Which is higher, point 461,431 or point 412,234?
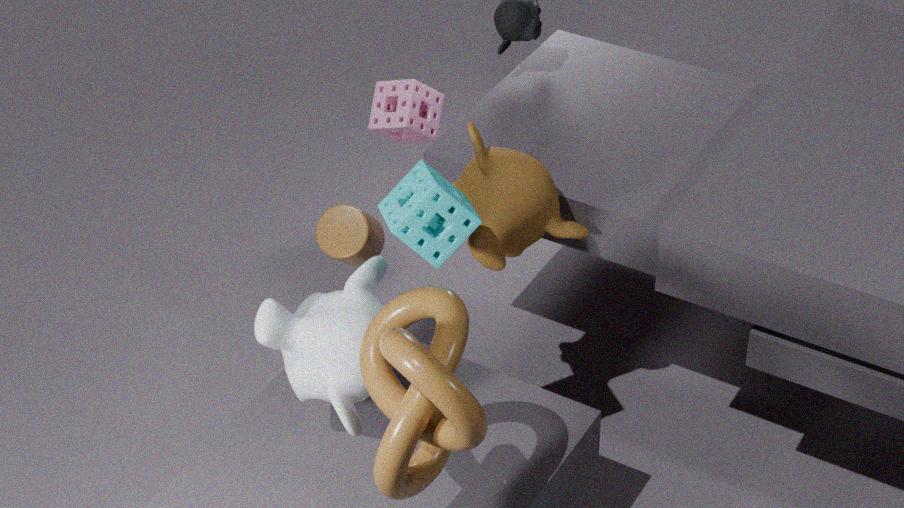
point 412,234
